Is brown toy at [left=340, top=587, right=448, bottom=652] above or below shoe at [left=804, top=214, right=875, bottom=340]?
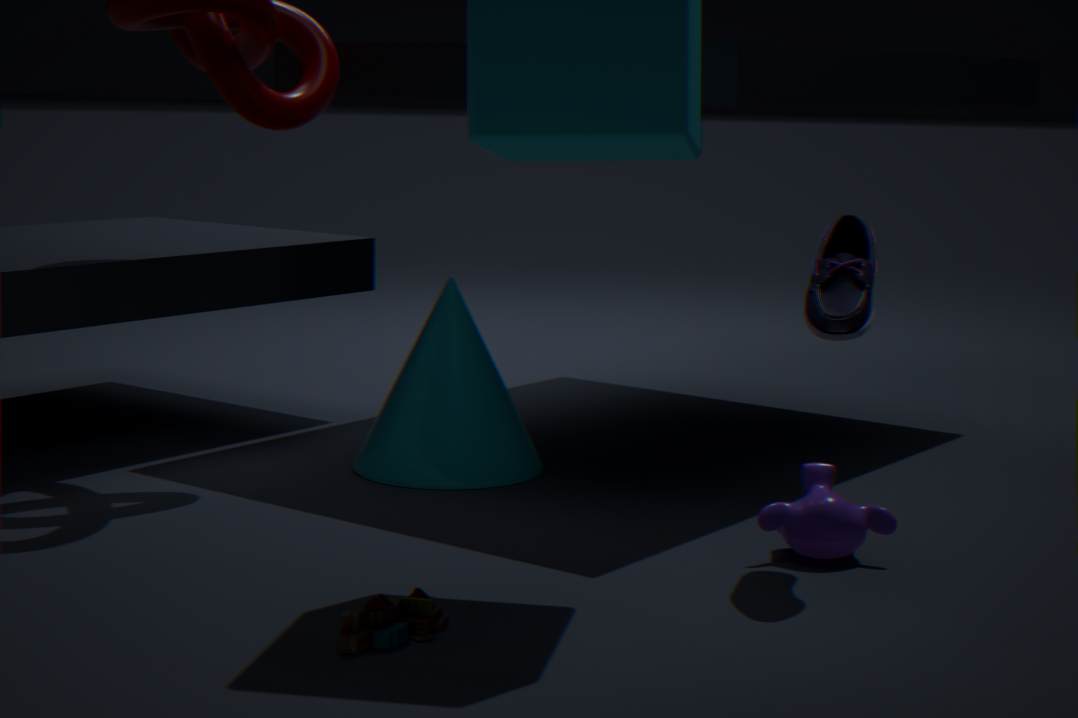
below
